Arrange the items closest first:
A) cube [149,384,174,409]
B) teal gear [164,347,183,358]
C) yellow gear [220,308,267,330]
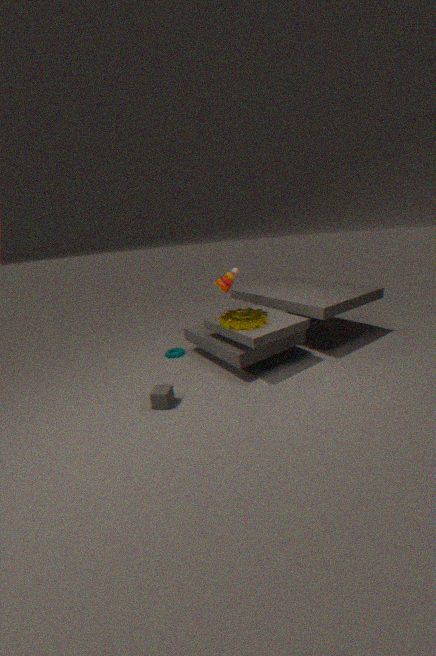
1. cube [149,384,174,409]
2. yellow gear [220,308,267,330]
3. teal gear [164,347,183,358]
